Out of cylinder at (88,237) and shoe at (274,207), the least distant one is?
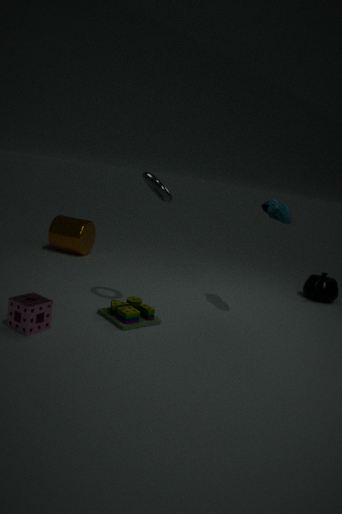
shoe at (274,207)
